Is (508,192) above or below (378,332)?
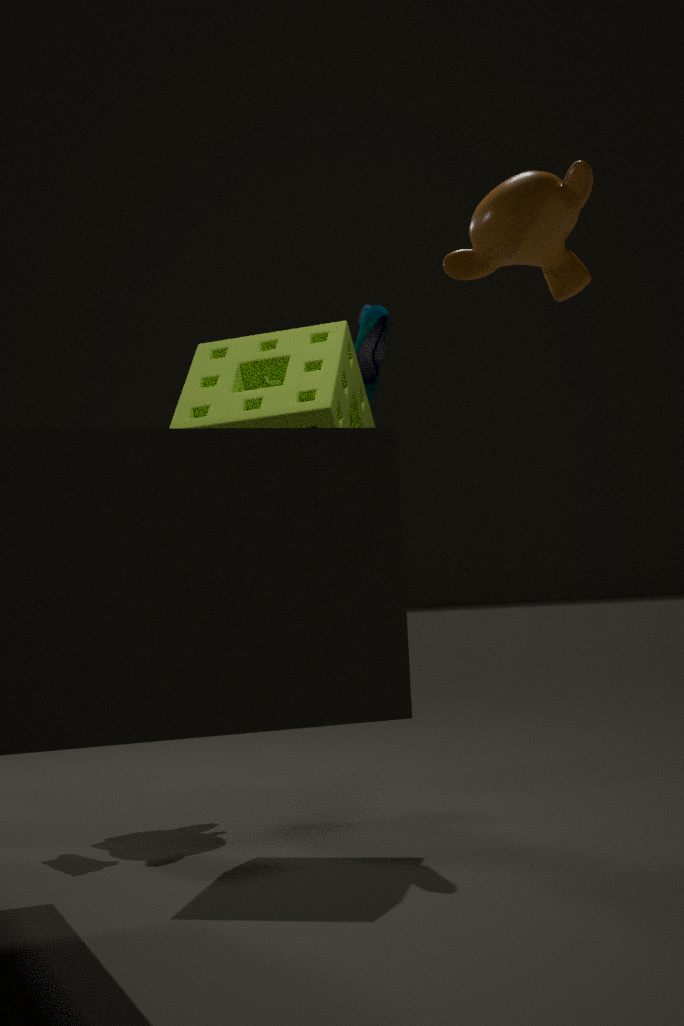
below
